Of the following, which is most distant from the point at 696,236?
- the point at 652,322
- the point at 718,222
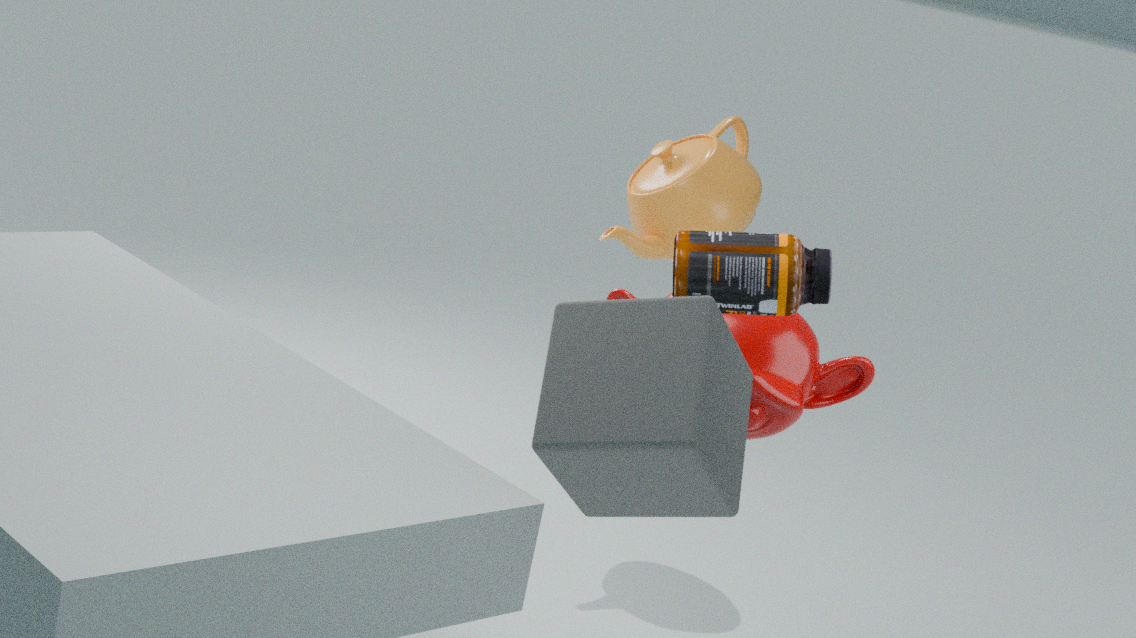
the point at 718,222
